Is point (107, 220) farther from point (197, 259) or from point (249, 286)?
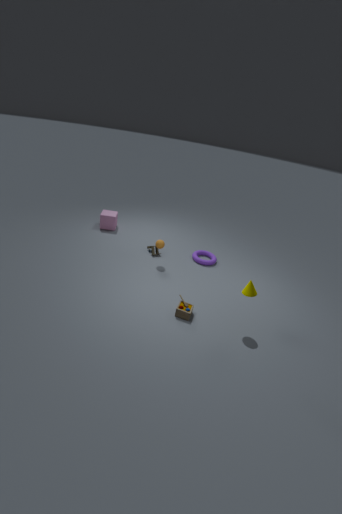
point (249, 286)
